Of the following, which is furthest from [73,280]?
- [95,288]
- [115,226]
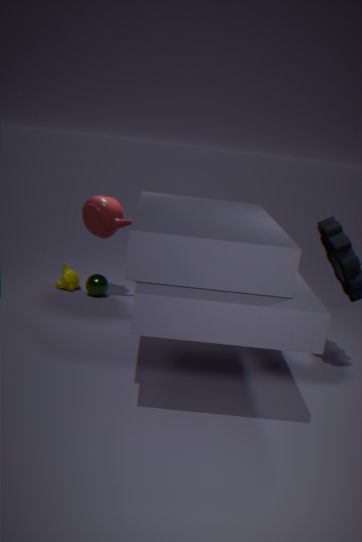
[115,226]
